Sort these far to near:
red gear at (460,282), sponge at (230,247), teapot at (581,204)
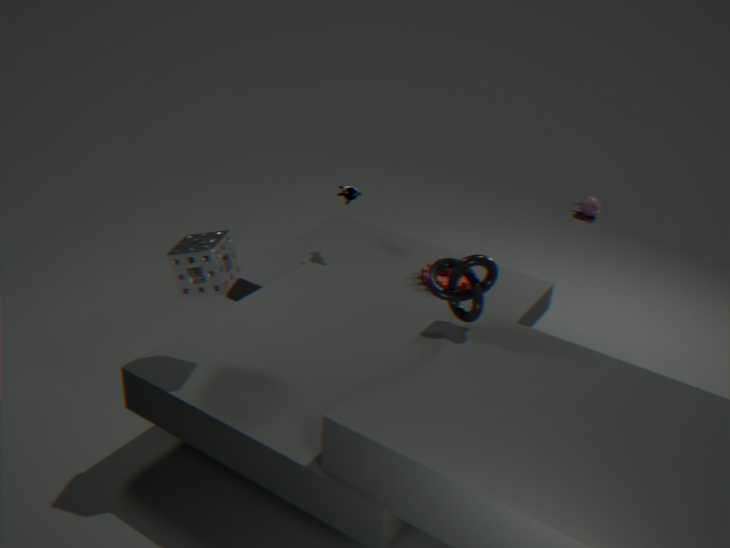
1. teapot at (581,204)
2. red gear at (460,282)
3. sponge at (230,247)
